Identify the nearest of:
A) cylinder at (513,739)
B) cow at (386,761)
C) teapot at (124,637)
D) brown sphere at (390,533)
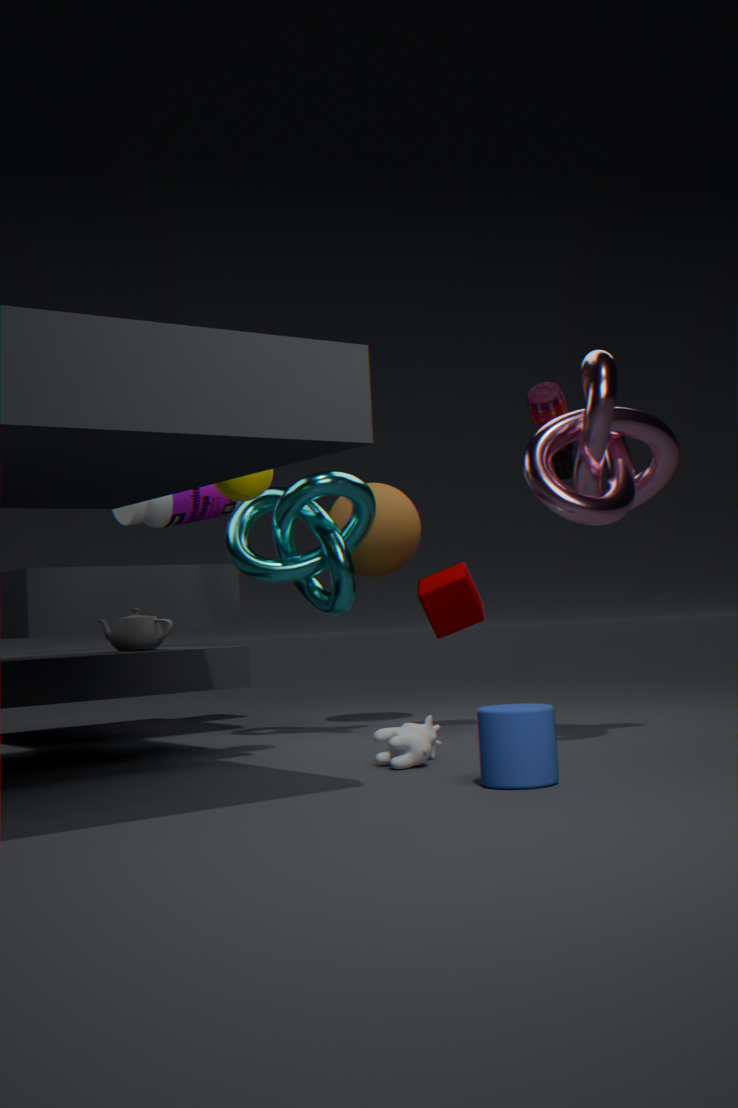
cylinder at (513,739)
